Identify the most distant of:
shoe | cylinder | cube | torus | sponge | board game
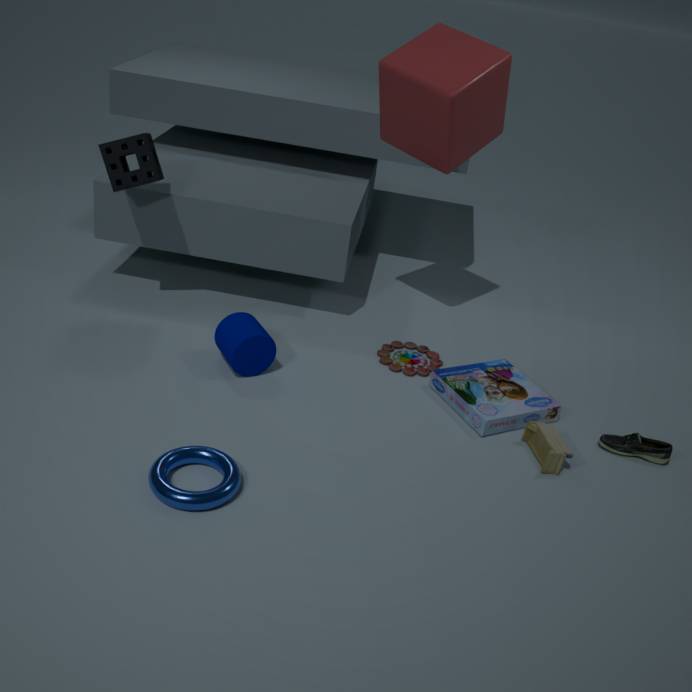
sponge
